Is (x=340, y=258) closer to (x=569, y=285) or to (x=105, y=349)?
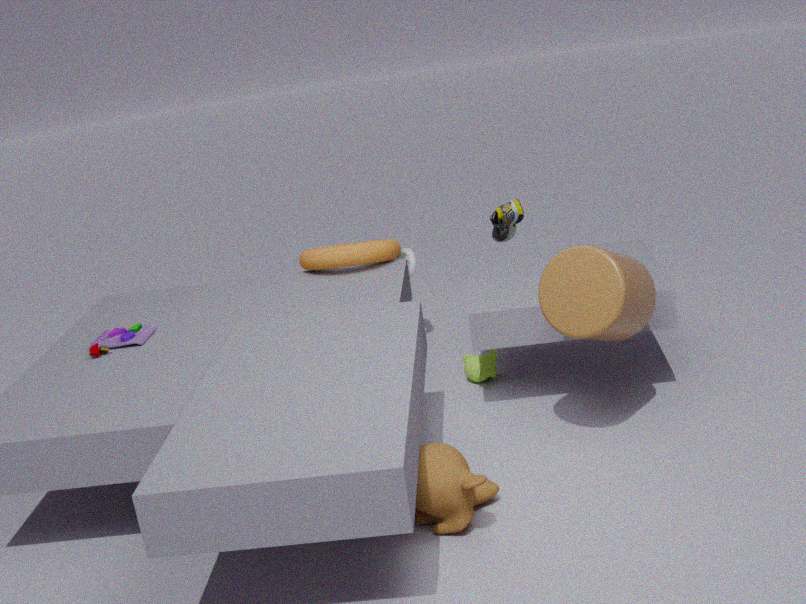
(x=105, y=349)
